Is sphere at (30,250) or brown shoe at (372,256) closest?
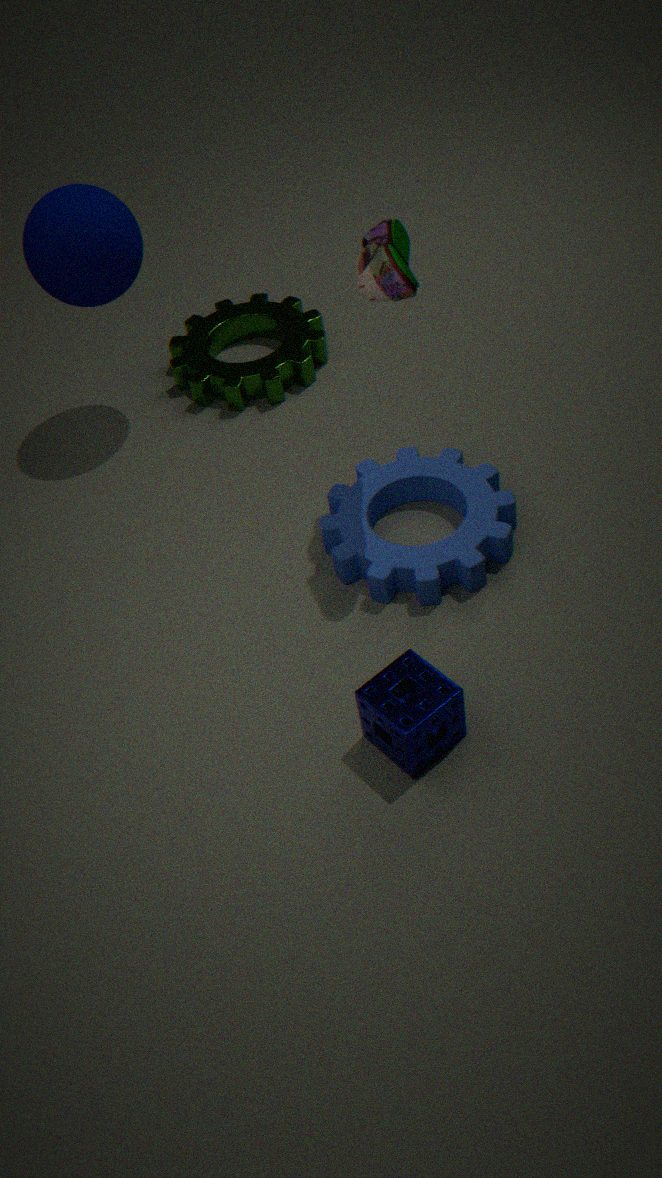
brown shoe at (372,256)
